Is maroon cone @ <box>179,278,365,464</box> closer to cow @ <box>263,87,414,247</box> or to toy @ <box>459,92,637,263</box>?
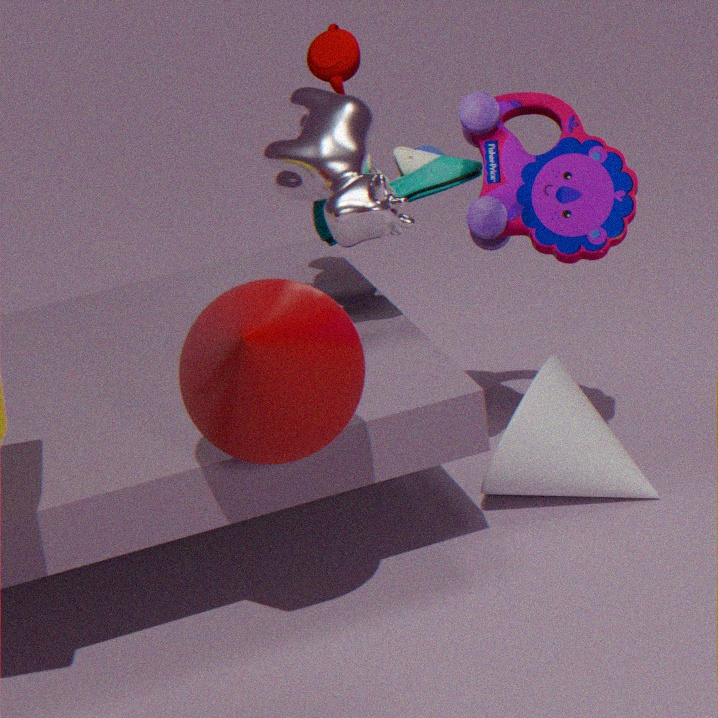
cow @ <box>263,87,414,247</box>
